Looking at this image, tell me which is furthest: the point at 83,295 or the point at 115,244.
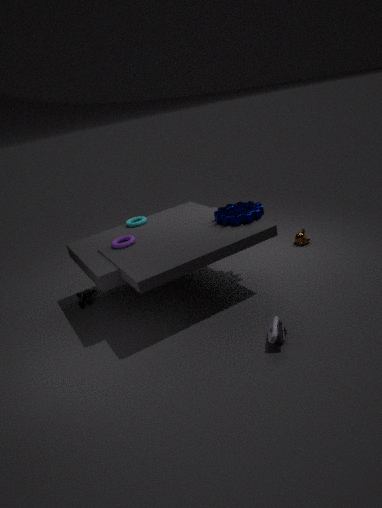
the point at 83,295
